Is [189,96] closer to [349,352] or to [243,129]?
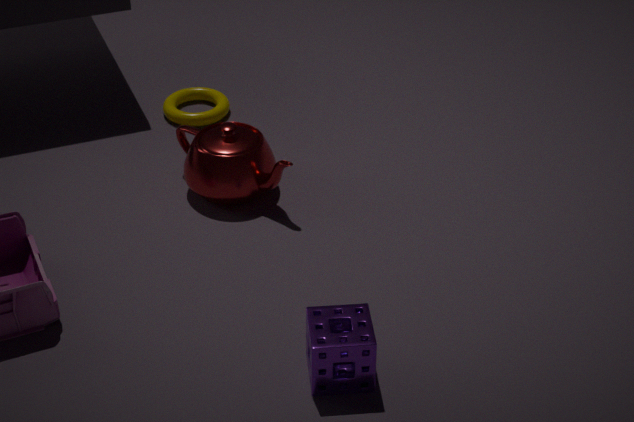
[243,129]
